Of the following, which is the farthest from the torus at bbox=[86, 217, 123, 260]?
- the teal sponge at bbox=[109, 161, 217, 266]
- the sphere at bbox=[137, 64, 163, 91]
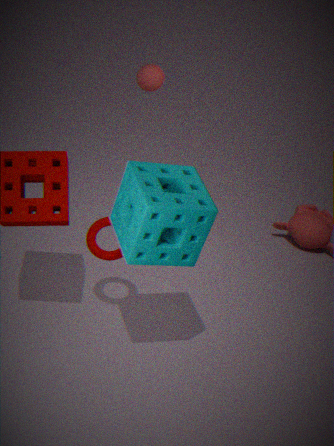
the sphere at bbox=[137, 64, 163, 91]
